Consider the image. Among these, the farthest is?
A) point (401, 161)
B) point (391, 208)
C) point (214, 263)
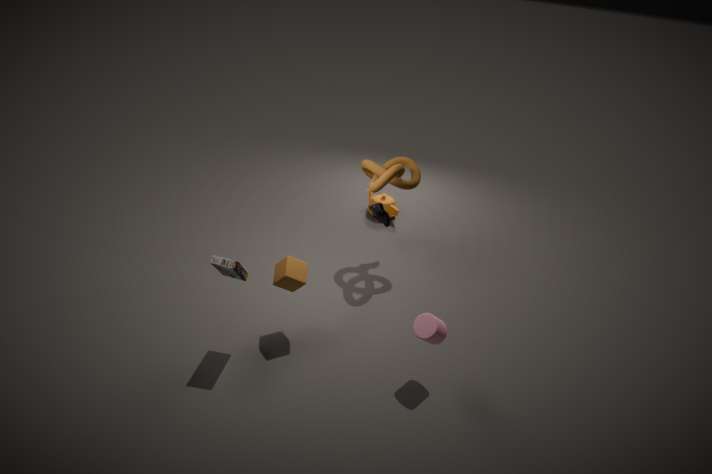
point (391, 208)
